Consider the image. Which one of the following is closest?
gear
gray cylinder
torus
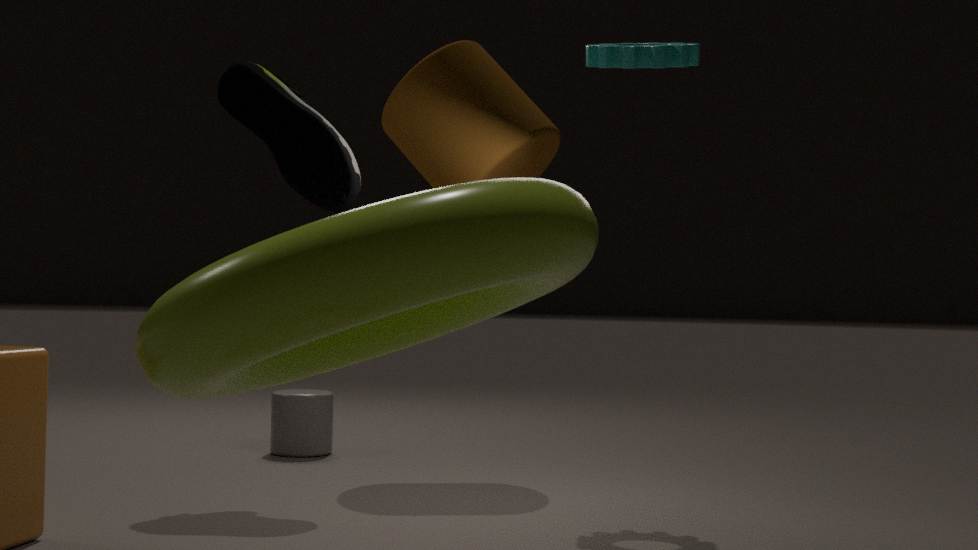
torus
